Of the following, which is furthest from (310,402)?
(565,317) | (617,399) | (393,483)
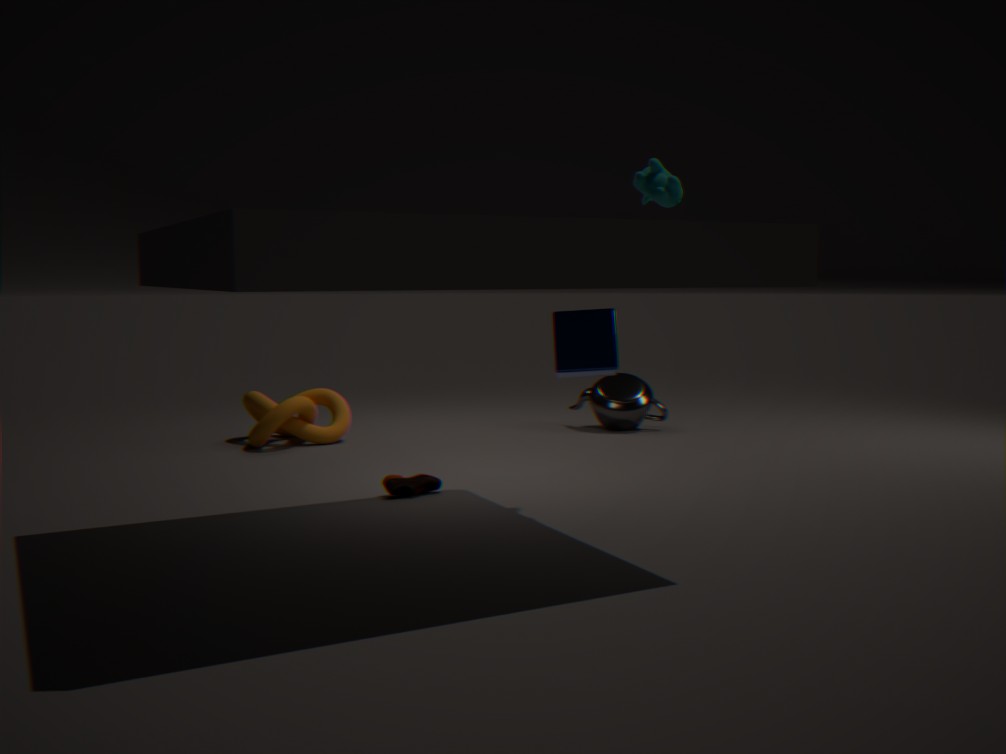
(565,317)
